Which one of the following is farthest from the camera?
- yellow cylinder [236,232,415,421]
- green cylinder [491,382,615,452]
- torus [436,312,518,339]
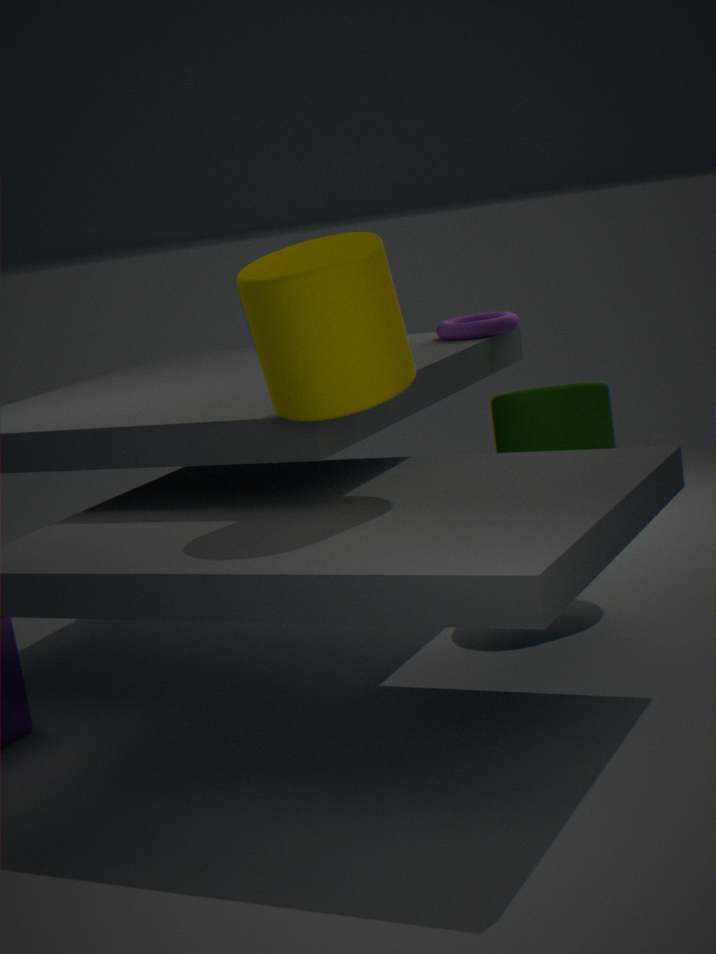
torus [436,312,518,339]
